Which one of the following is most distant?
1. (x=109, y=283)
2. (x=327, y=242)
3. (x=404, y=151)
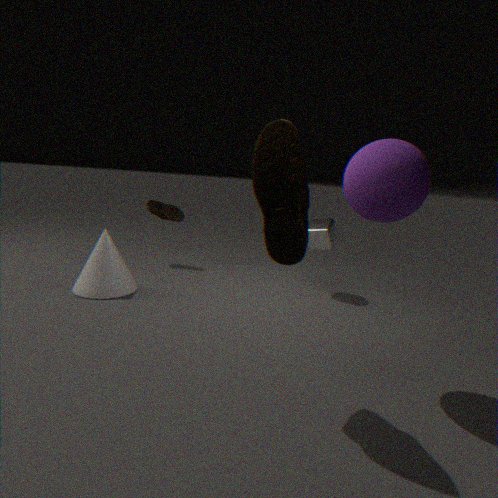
(x=327, y=242)
